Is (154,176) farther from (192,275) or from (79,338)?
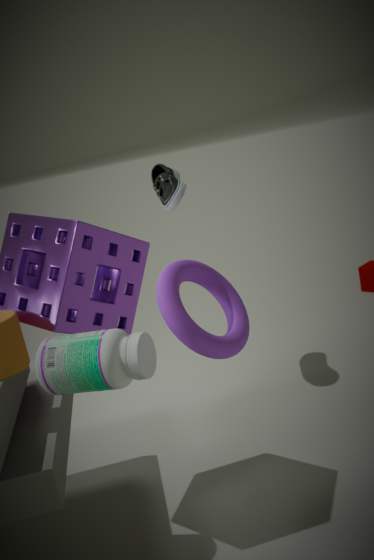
(192,275)
